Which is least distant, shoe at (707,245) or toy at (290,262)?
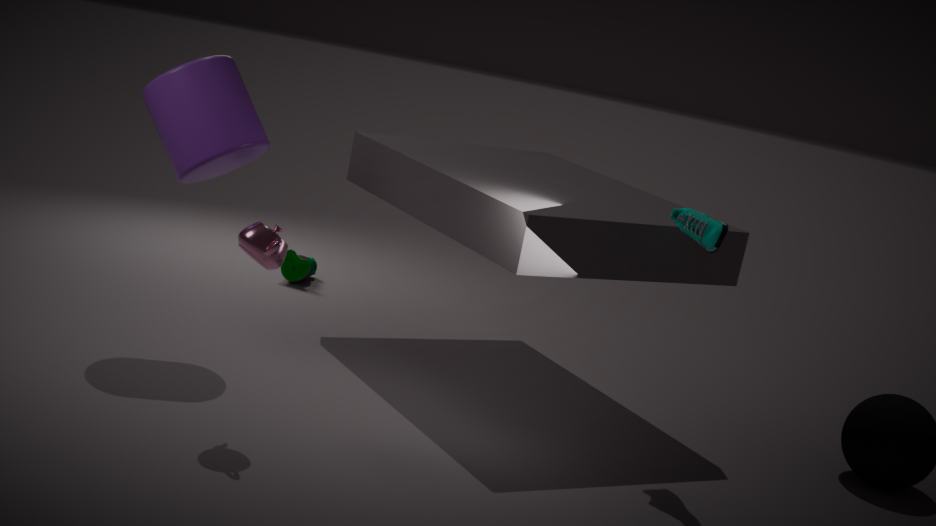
shoe at (707,245)
